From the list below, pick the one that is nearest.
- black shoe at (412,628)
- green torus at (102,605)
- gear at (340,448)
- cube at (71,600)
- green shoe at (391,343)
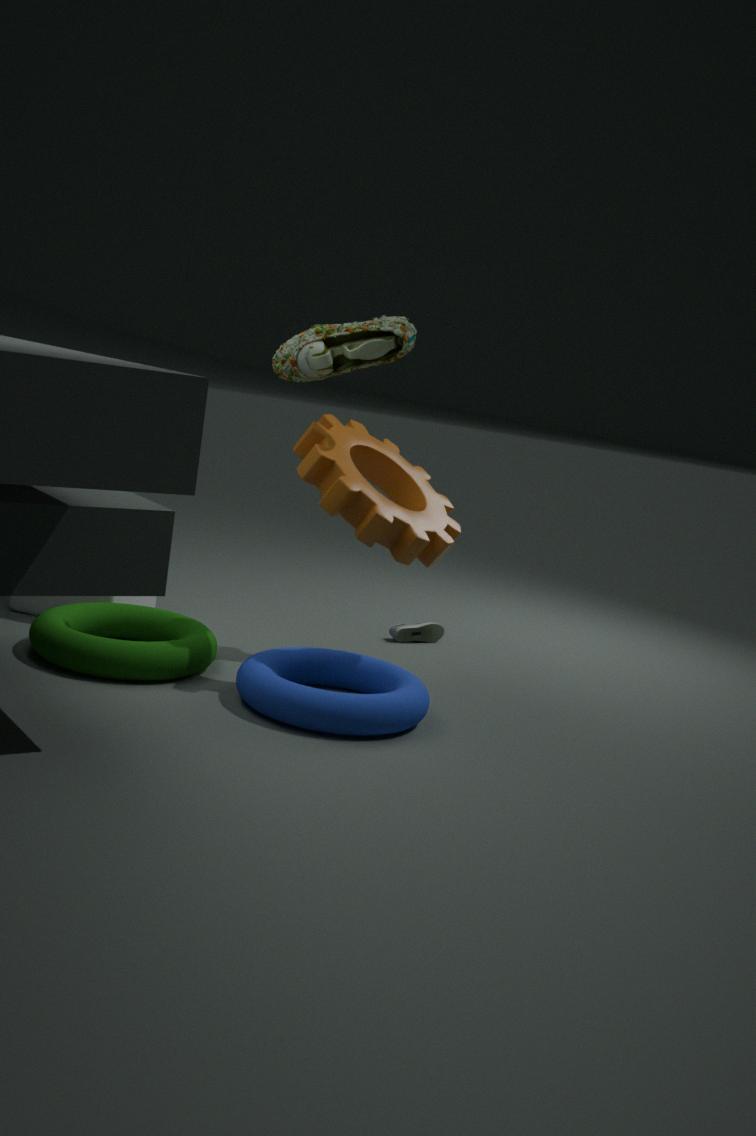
green torus at (102,605)
